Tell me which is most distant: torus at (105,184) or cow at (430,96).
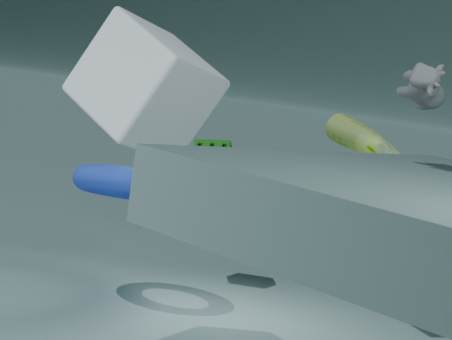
torus at (105,184)
